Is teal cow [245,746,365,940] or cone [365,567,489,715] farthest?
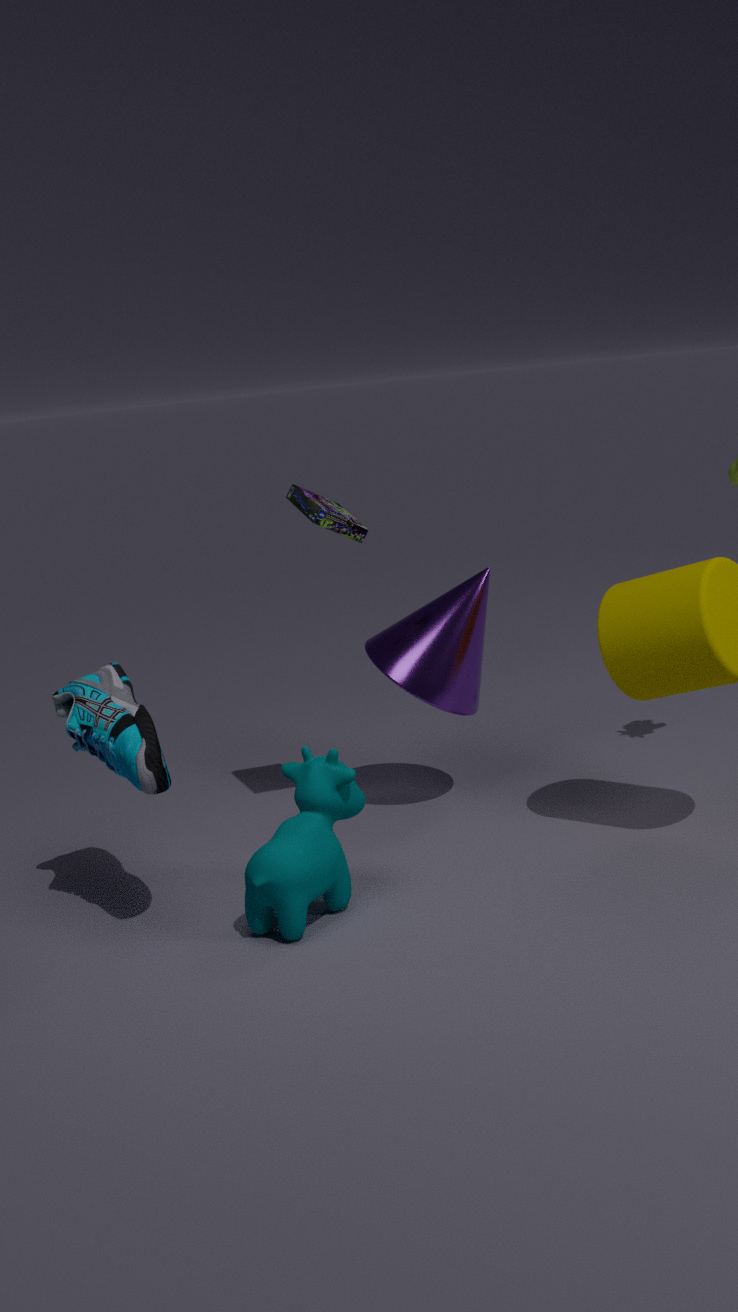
cone [365,567,489,715]
